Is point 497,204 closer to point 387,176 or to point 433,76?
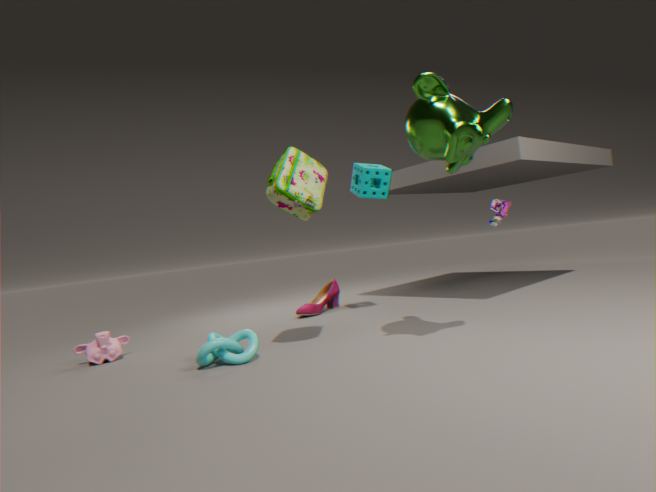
point 387,176
